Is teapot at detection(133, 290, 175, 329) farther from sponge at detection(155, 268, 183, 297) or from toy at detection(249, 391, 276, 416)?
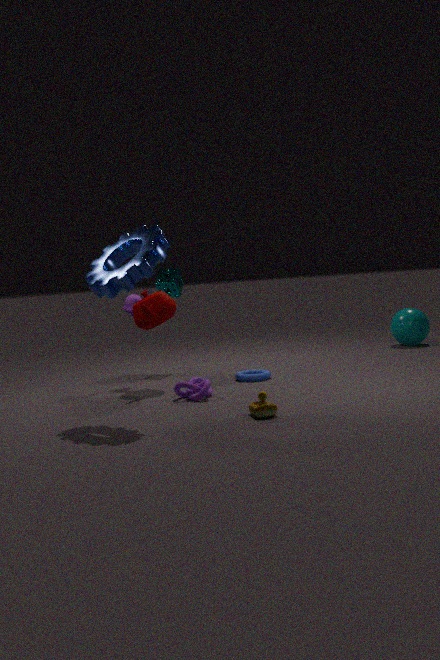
toy at detection(249, 391, 276, 416)
